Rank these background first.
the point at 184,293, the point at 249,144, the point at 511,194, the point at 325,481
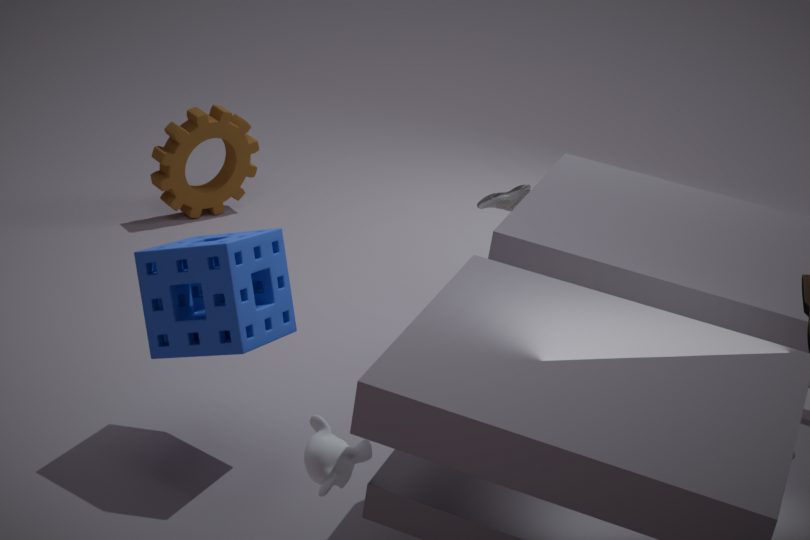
the point at 249,144, the point at 511,194, the point at 184,293, the point at 325,481
